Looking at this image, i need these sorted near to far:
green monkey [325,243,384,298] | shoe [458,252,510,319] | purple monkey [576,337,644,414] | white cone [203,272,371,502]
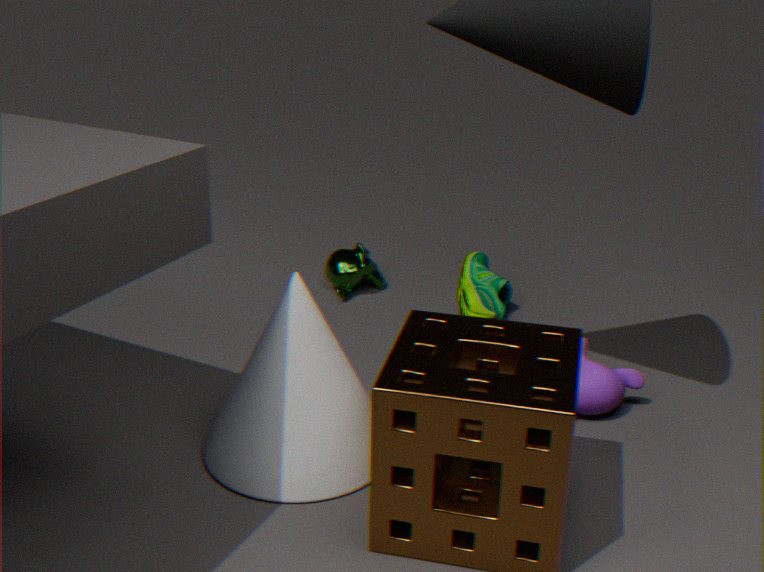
white cone [203,272,371,502]
purple monkey [576,337,644,414]
shoe [458,252,510,319]
green monkey [325,243,384,298]
